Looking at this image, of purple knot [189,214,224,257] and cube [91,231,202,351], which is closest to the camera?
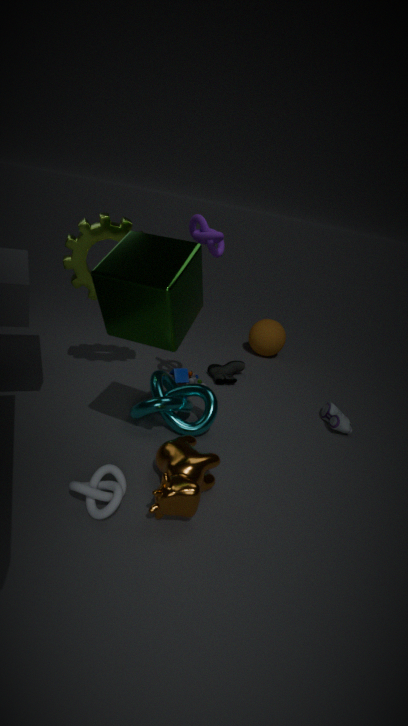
cube [91,231,202,351]
